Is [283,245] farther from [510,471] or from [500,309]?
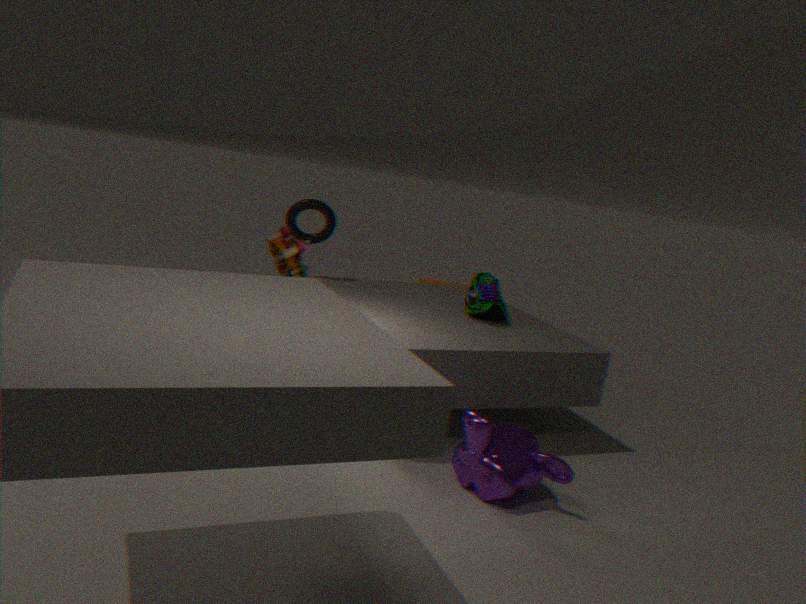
[510,471]
